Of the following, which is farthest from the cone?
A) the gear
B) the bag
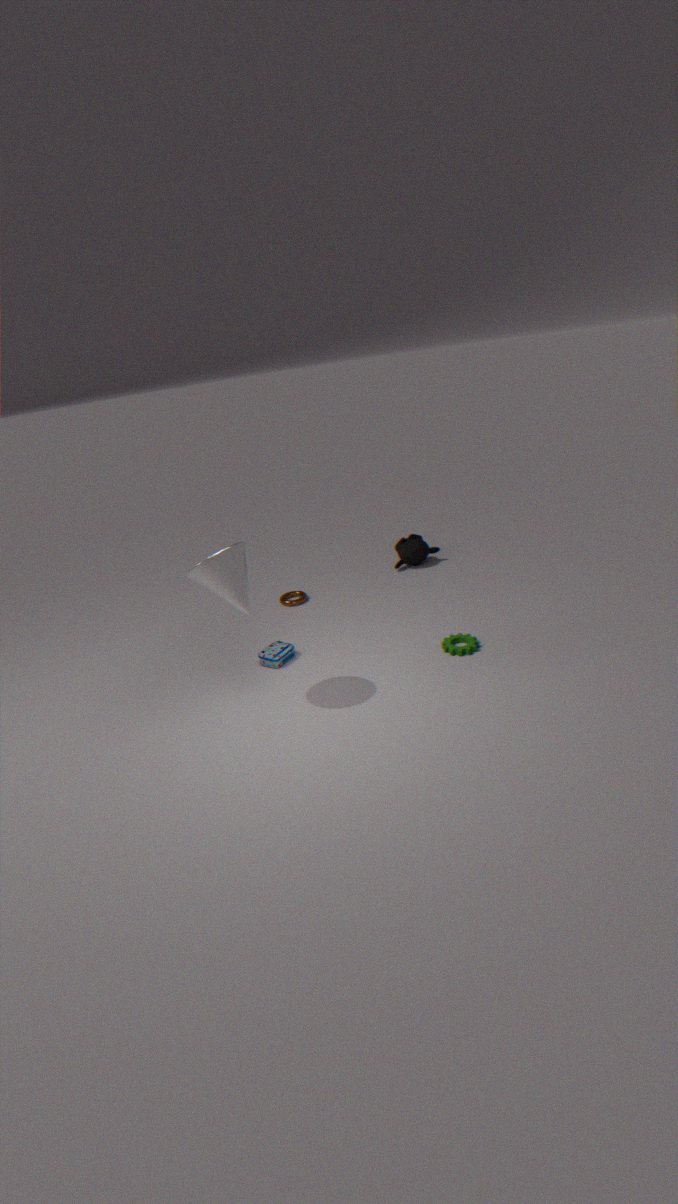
the gear
